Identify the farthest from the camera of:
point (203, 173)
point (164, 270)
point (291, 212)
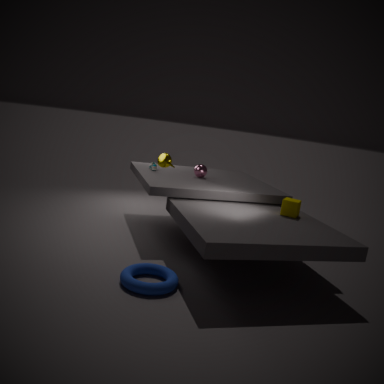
point (203, 173)
